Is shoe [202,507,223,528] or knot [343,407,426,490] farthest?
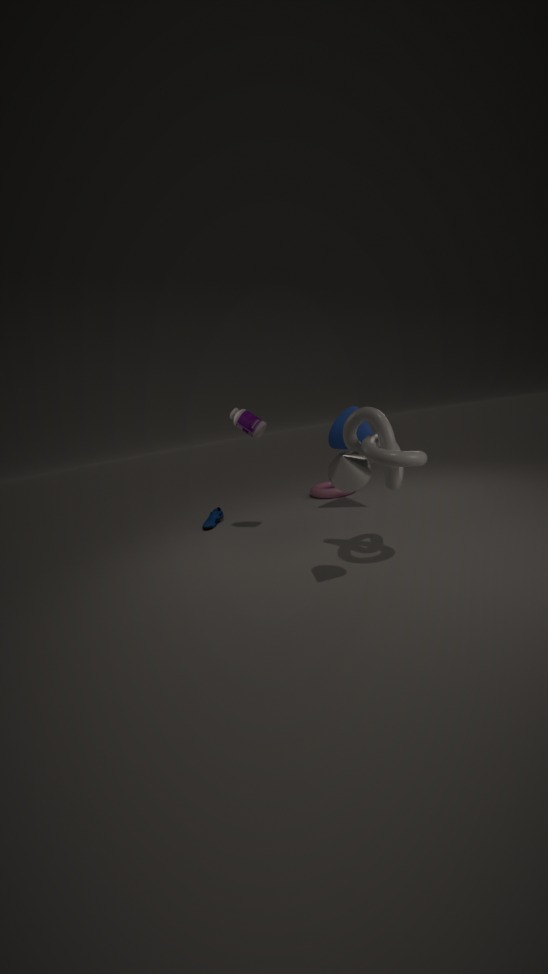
shoe [202,507,223,528]
